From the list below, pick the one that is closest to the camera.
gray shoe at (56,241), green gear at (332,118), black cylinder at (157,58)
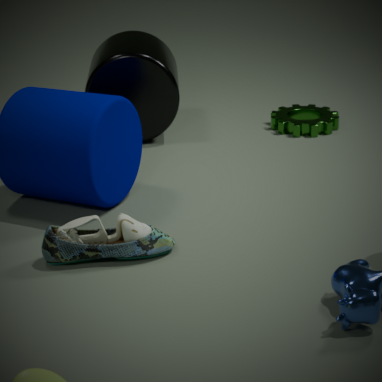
gray shoe at (56,241)
